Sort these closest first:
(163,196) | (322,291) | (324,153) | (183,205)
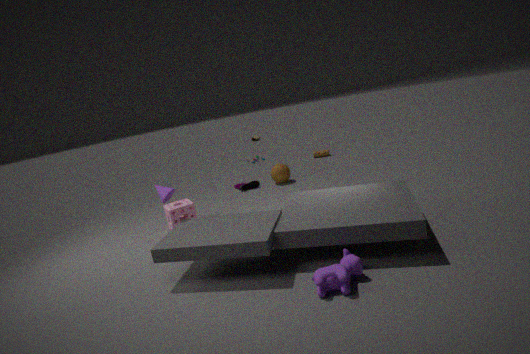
1. (322,291)
2. (163,196)
3. (183,205)
4. (324,153)
